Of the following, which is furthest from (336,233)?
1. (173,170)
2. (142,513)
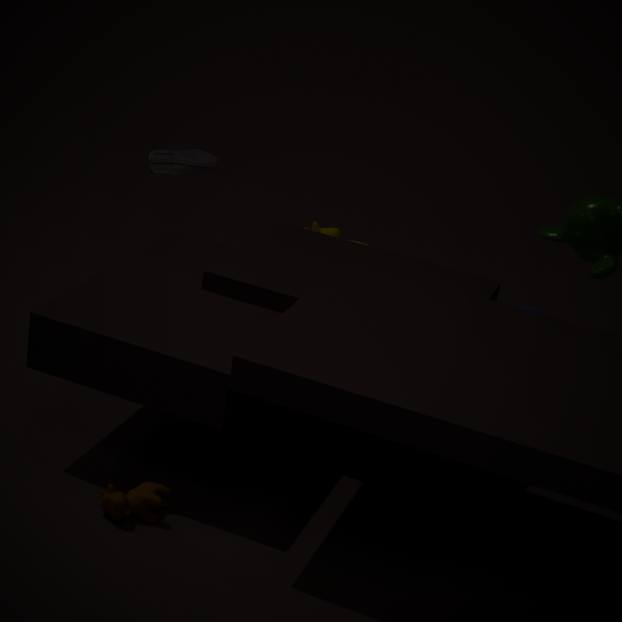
(142,513)
